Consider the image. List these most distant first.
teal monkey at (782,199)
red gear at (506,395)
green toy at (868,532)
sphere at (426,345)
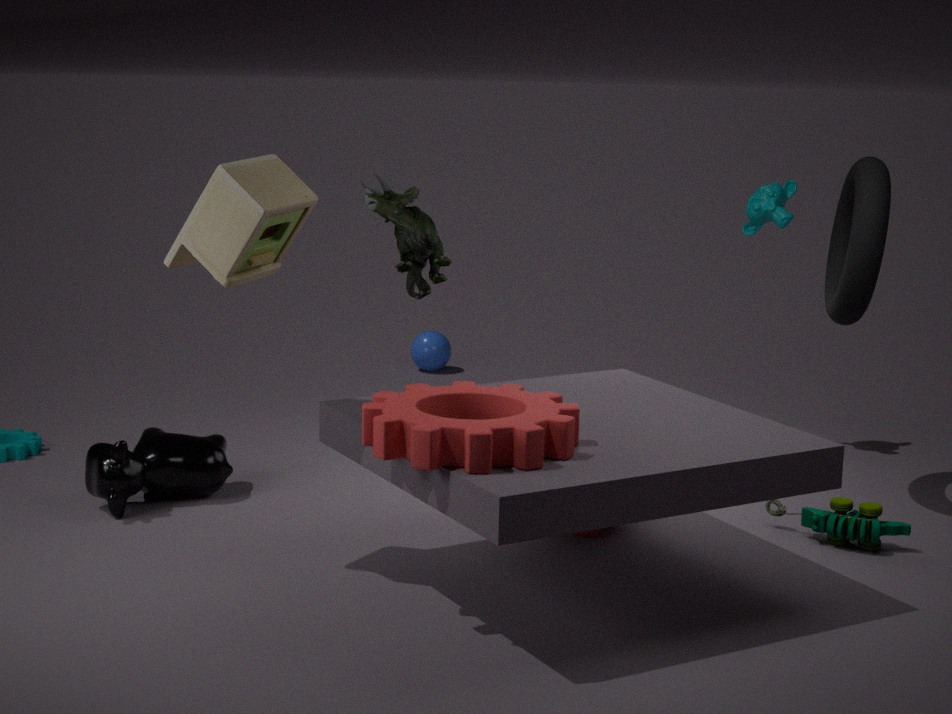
sphere at (426,345), teal monkey at (782,199), green toy at (868,532), red gear at (506,395)
